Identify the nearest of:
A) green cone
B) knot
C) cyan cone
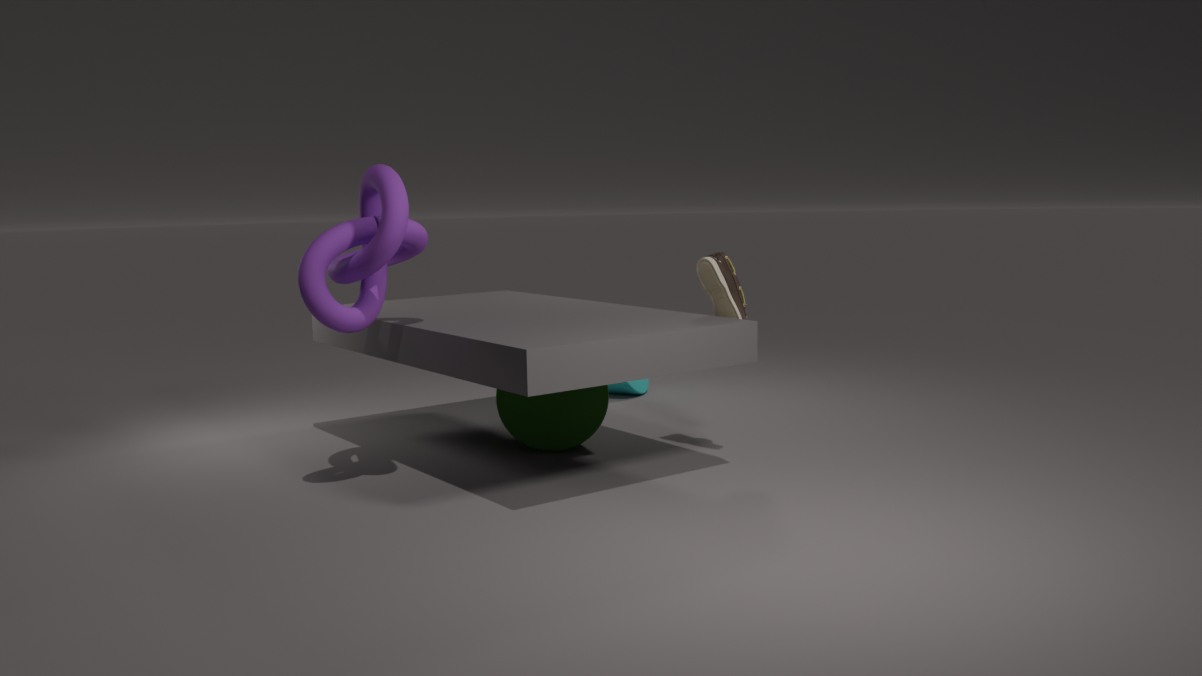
knot
